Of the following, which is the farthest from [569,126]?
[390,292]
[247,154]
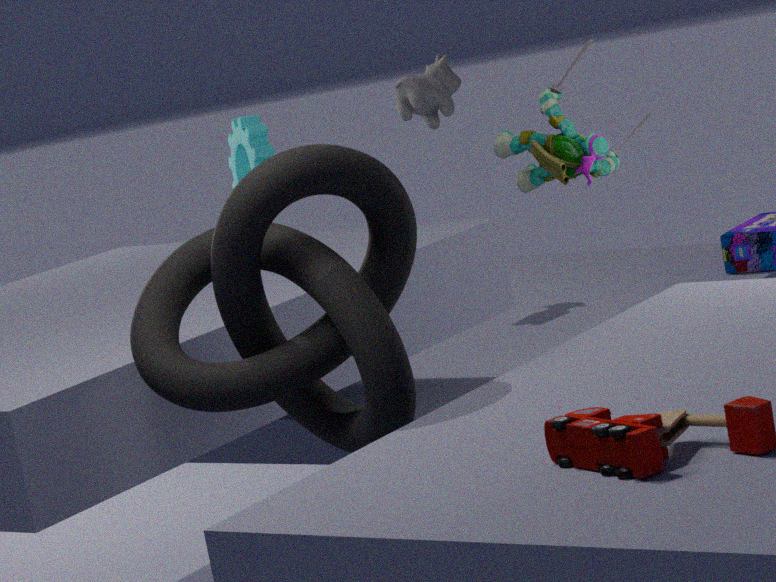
[390,292]
